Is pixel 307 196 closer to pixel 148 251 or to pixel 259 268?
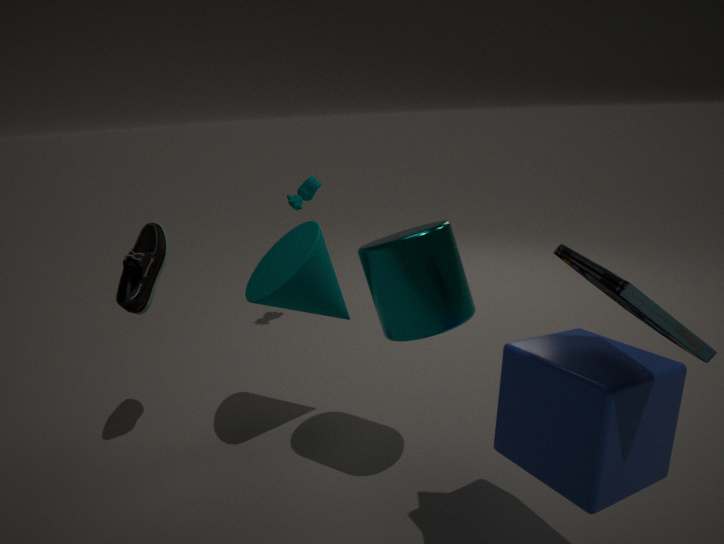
pixel 259 268
